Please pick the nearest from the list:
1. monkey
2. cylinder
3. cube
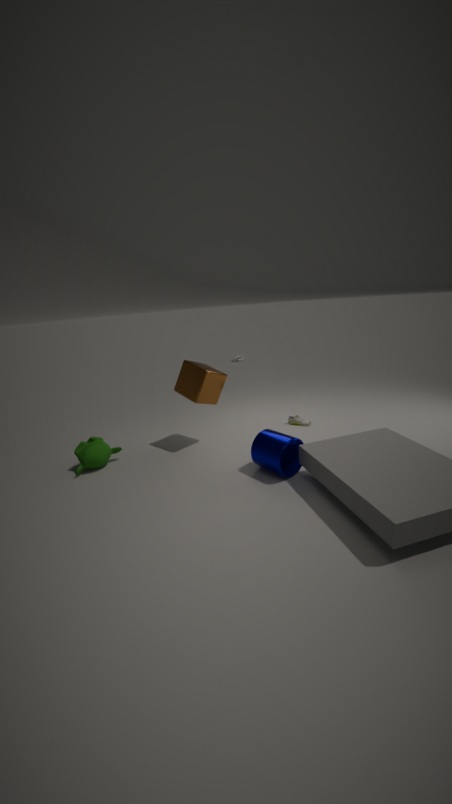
cylinder
